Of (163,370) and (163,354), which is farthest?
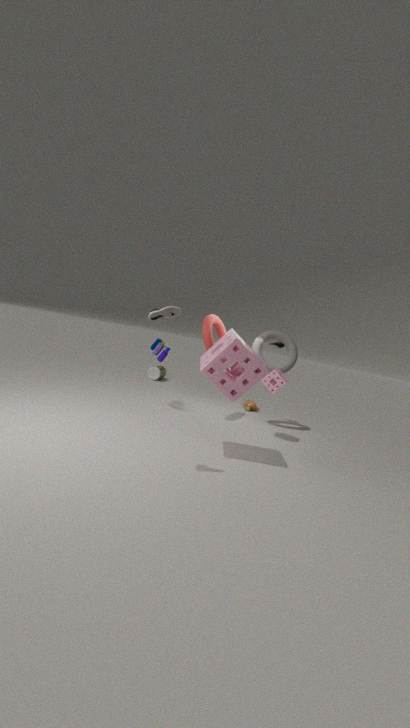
(163,370)
